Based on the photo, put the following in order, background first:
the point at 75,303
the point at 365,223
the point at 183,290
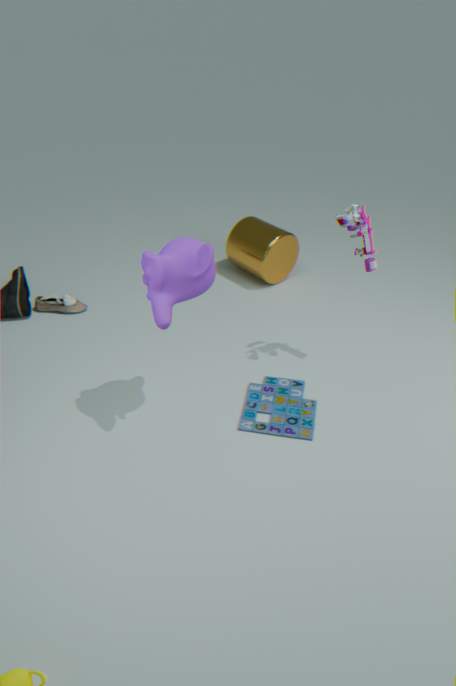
the point at 75,303, the point at 365,223, the point at 183,290
